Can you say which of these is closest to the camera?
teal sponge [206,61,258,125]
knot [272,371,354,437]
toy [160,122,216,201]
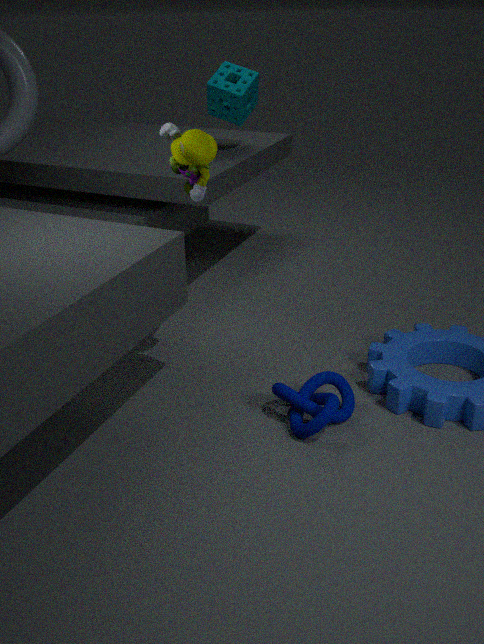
toy [160,122,216,201]
